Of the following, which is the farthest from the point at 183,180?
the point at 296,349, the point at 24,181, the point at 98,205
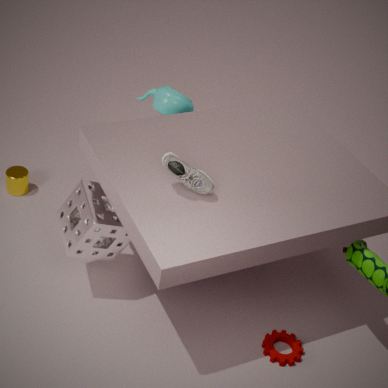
the point at 24,181
